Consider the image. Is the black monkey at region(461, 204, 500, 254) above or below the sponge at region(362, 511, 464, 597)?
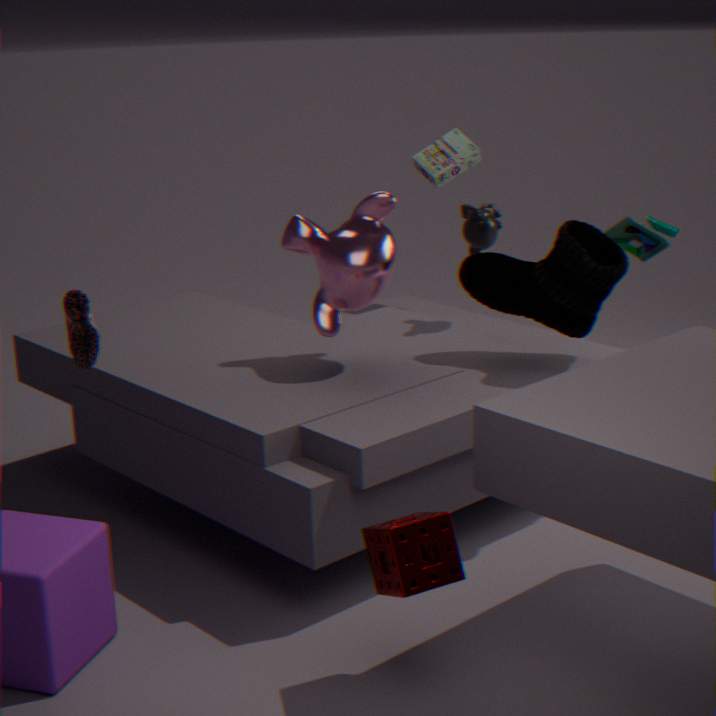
above
